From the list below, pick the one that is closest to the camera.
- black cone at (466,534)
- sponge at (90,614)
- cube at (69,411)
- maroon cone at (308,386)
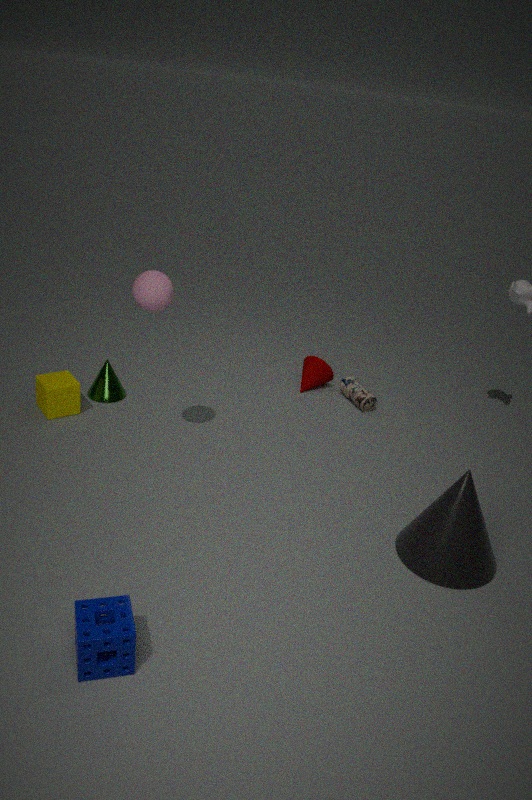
sponge at (90,614)
